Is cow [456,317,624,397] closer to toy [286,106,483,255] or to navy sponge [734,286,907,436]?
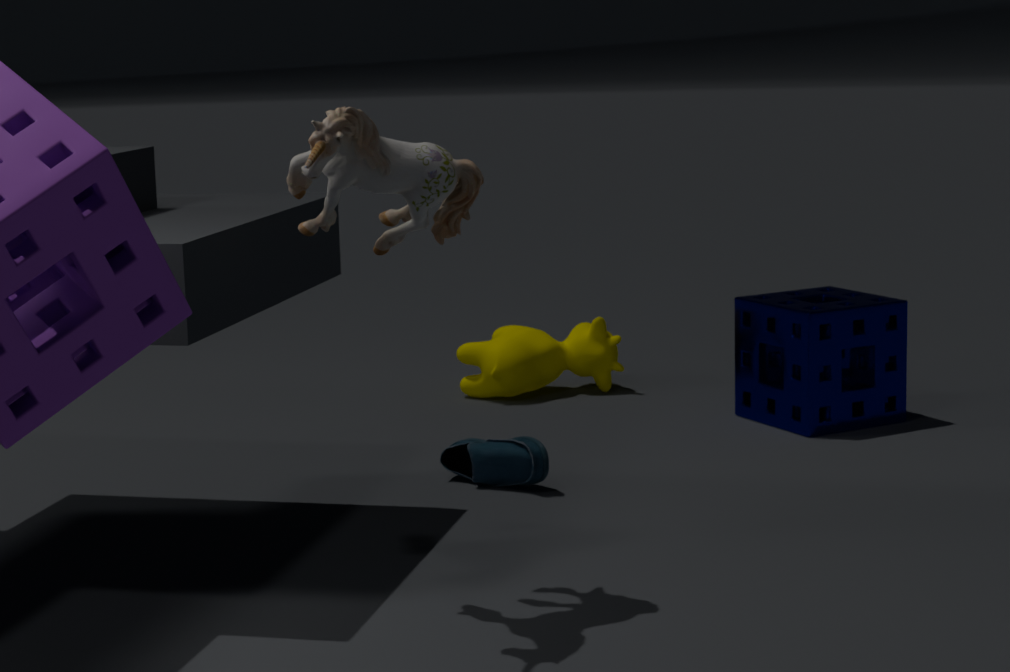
navy sponge [734,286,907,436]
